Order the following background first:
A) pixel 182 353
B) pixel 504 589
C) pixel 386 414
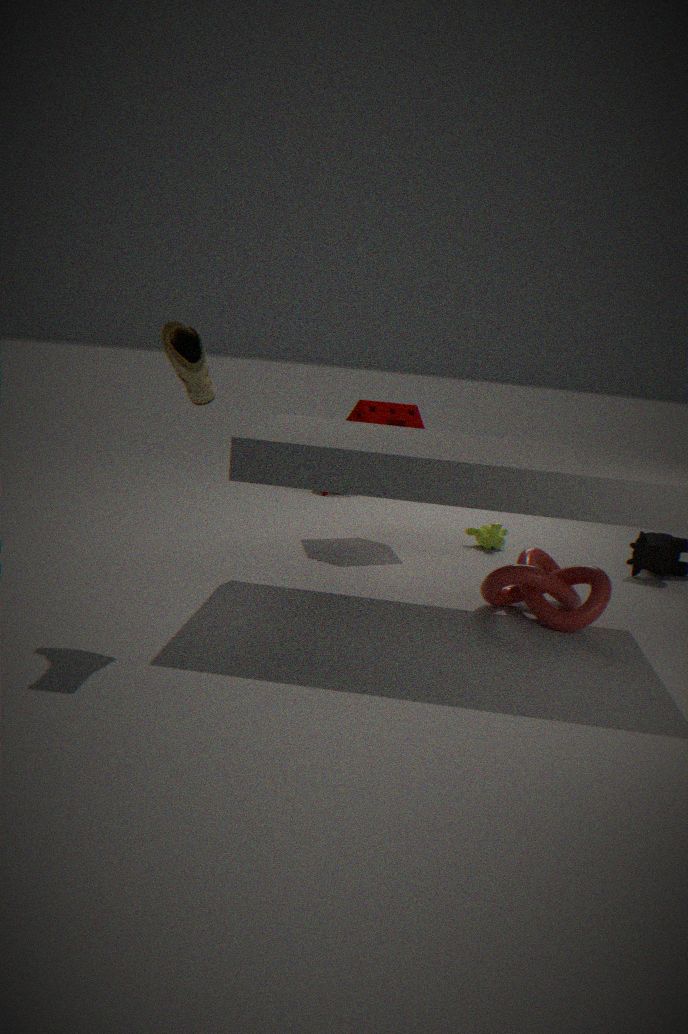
pixel 386 414, pixel 504 589, pixel 182 353
